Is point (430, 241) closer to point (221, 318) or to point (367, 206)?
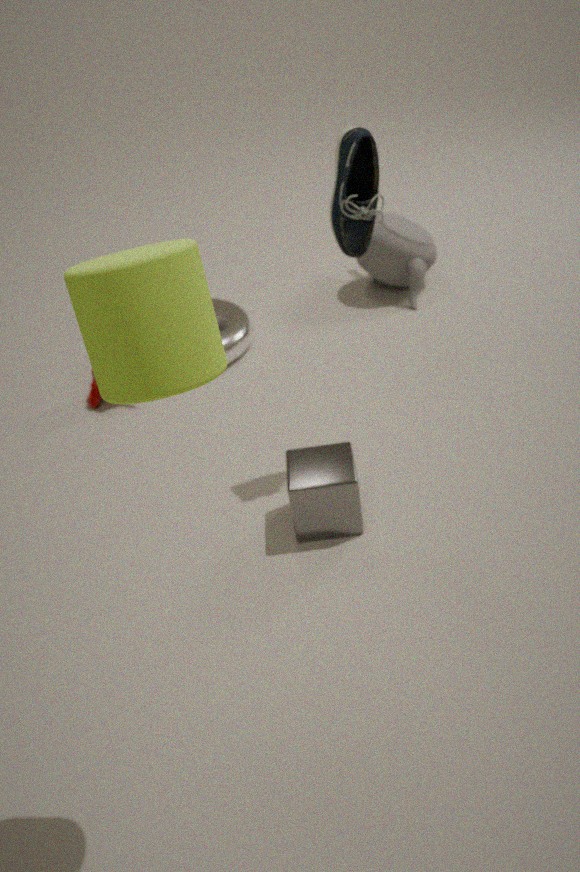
point (221, 318)
